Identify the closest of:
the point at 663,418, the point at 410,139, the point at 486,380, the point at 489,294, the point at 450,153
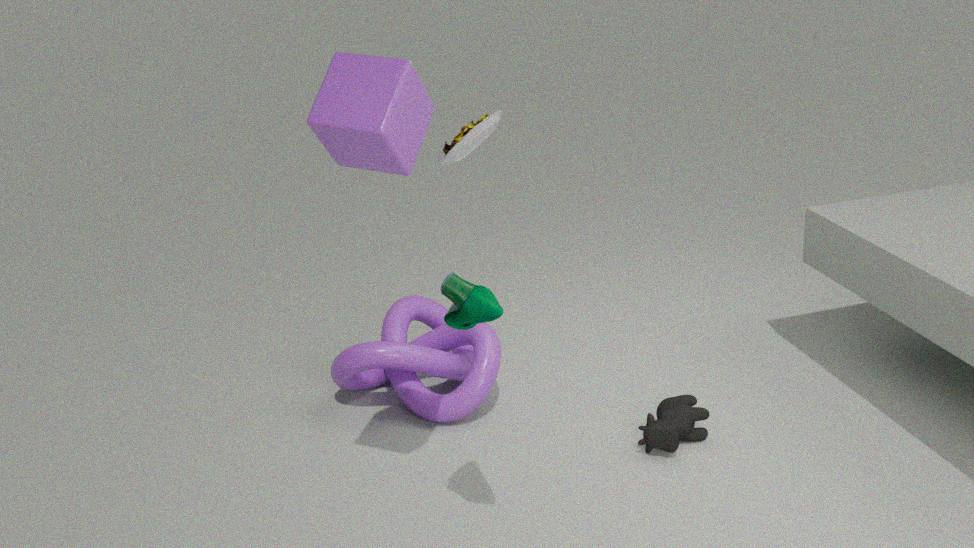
the point at 489,294
